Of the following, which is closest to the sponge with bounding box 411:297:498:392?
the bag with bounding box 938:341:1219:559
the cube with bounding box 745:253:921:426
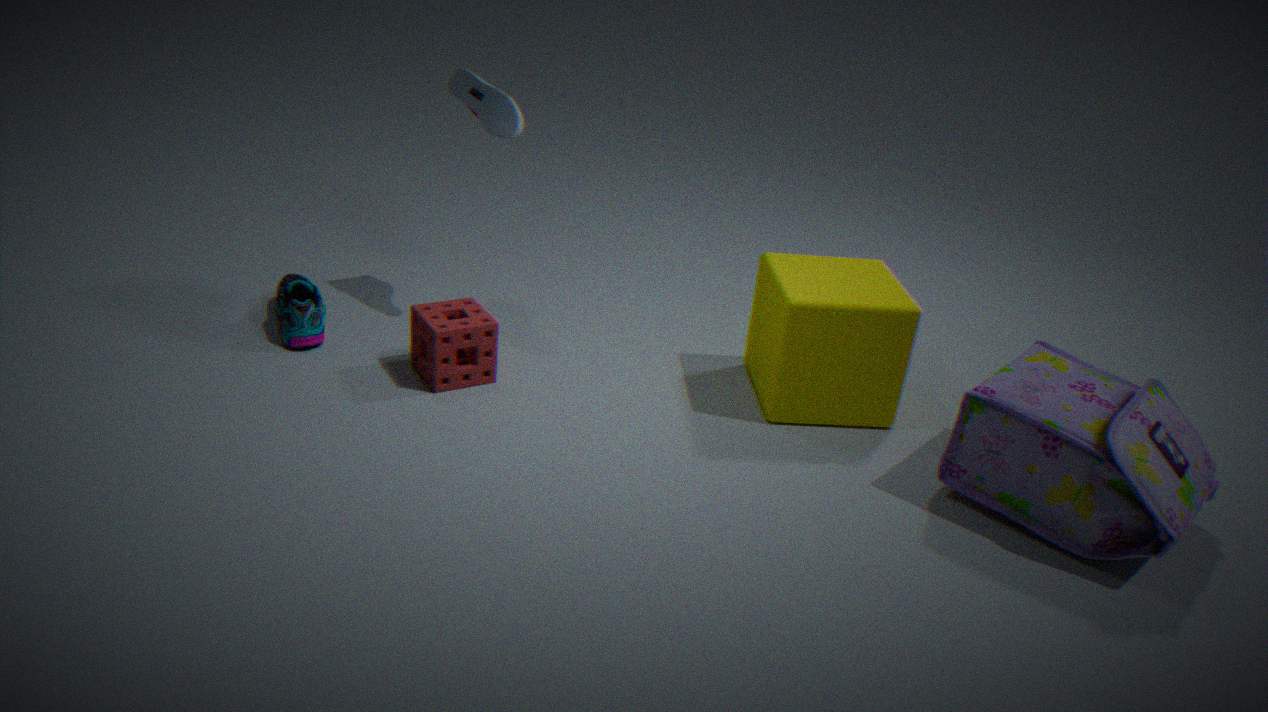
the cube with bounding box 745:253:921:426
